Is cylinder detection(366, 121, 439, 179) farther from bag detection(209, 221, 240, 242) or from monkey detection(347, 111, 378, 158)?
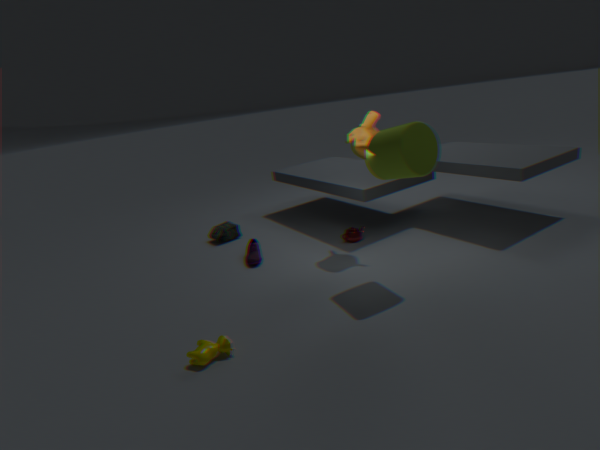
bag detection(209, 221, 240, 242)
